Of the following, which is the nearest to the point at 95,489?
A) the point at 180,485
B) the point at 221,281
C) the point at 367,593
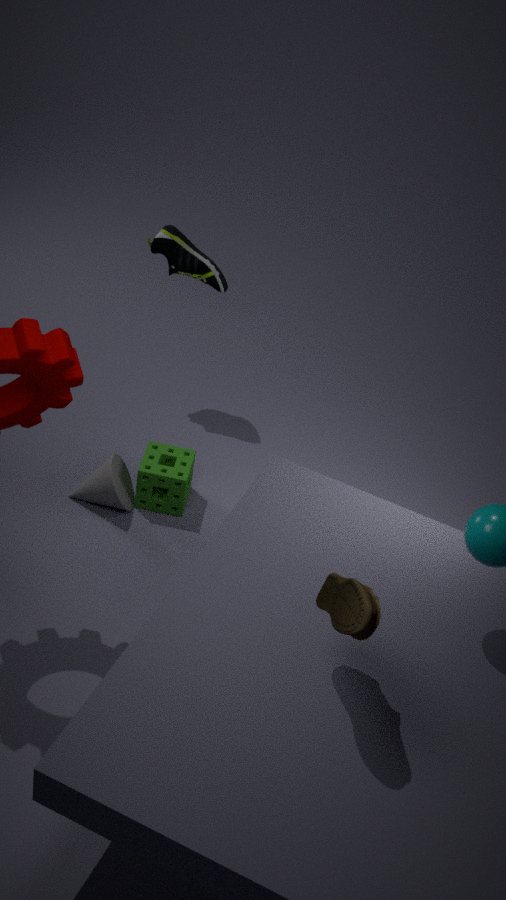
the point at 180,485
